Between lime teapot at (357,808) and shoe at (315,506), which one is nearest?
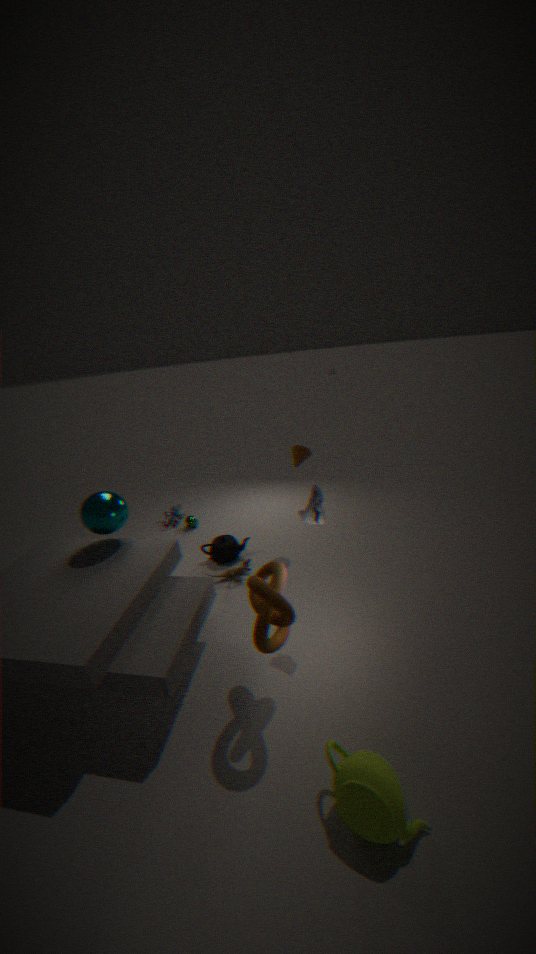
lime teapot at (357,808)
